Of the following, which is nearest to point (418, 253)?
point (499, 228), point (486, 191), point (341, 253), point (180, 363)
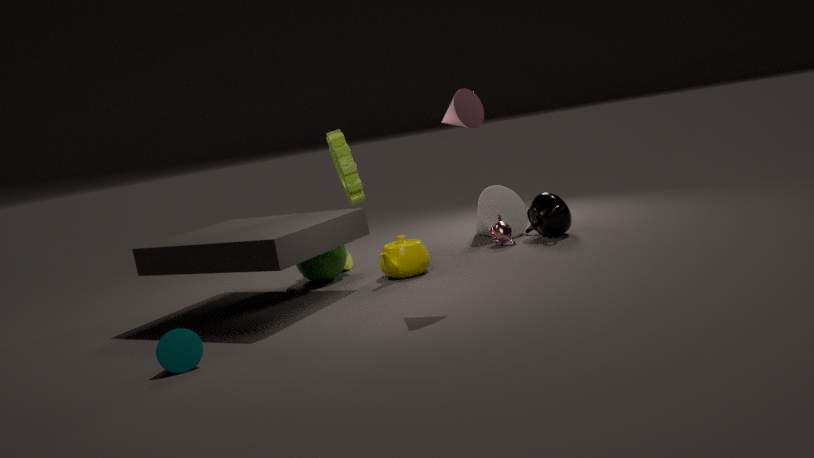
point (341, 253)
